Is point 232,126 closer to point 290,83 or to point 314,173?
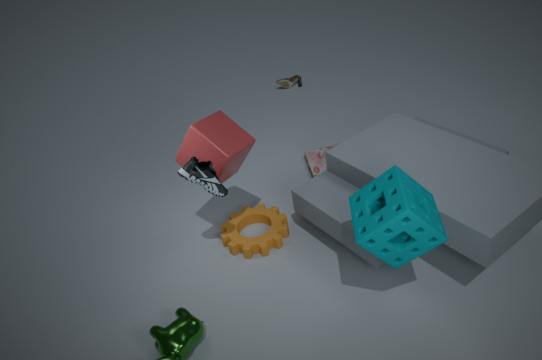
point 314,173
